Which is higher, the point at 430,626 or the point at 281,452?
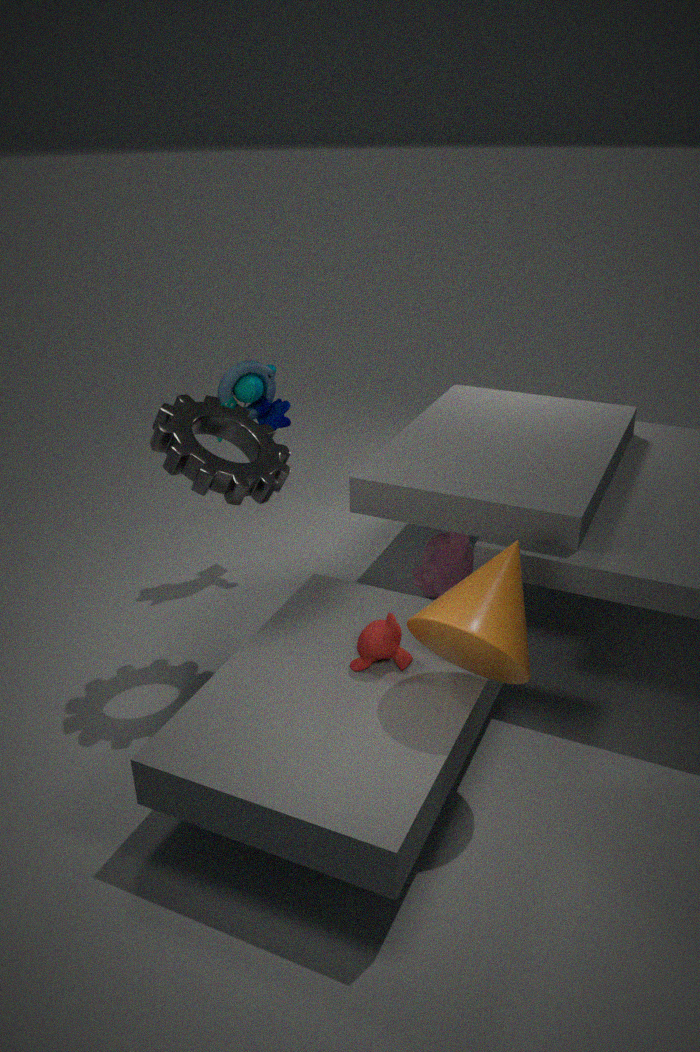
the point at 281,452
